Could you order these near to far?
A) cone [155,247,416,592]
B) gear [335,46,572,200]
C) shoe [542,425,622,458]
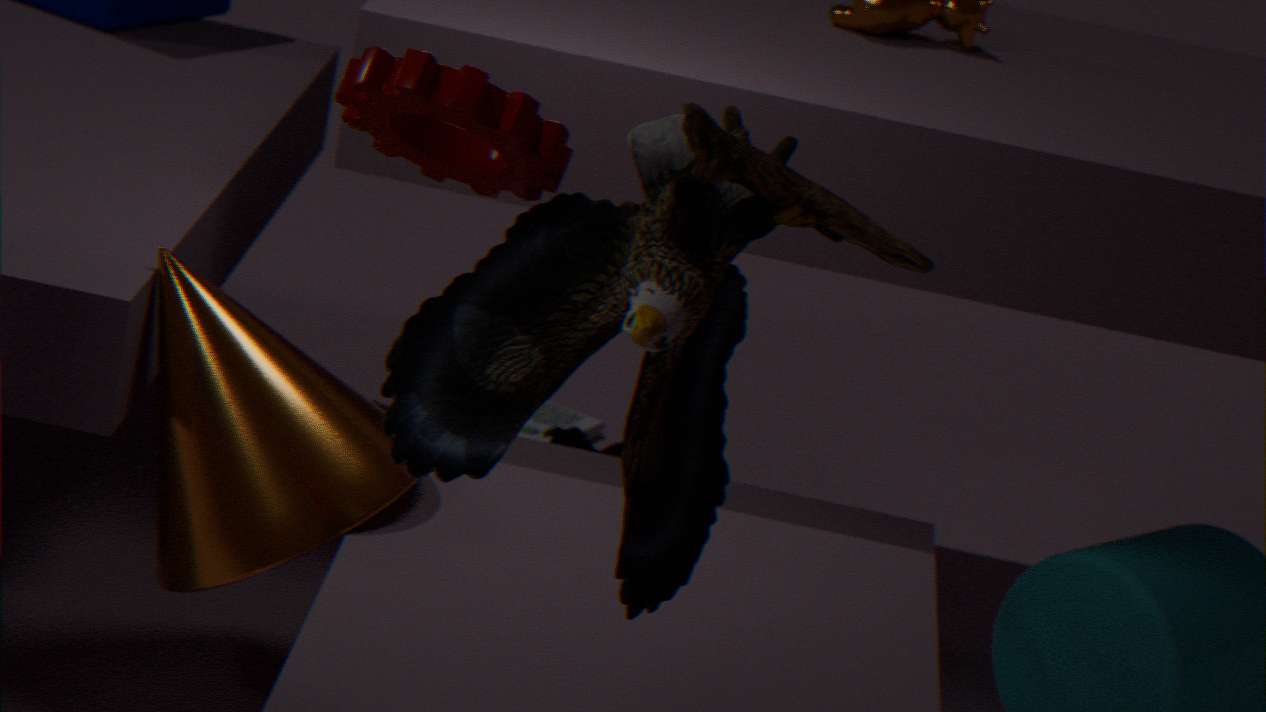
gear [335,46,572,200]
cone [155,247,416,592]
shoe [542,425,622,458]
